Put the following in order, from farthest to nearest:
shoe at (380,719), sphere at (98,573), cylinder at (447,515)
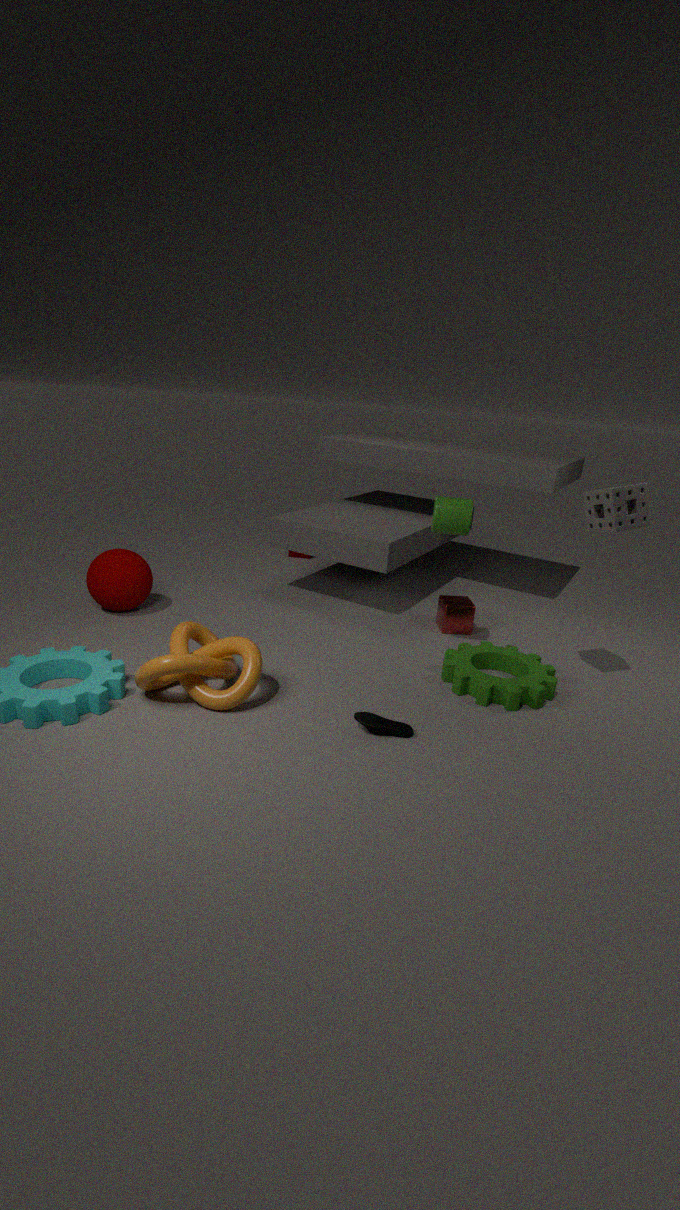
sphere at (98,573) → cylinder at (447,515) → shoe at (380,719)
